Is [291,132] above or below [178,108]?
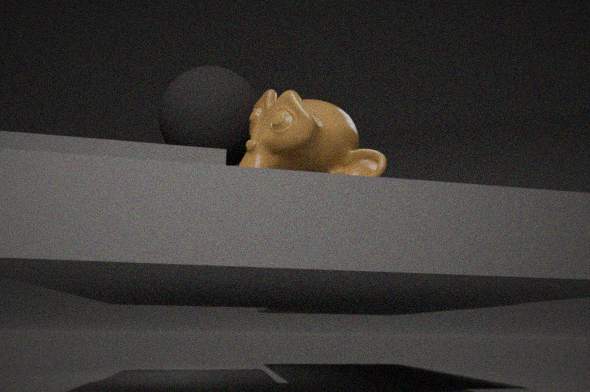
below
